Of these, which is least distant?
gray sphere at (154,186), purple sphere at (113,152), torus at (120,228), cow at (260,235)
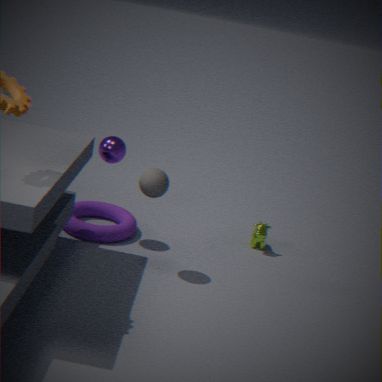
gray sphere at (154,186)
